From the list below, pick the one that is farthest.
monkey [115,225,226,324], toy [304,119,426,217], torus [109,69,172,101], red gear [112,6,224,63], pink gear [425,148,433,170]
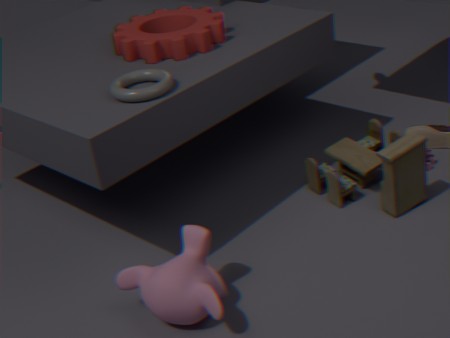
pink gear [425,148,433,170]
